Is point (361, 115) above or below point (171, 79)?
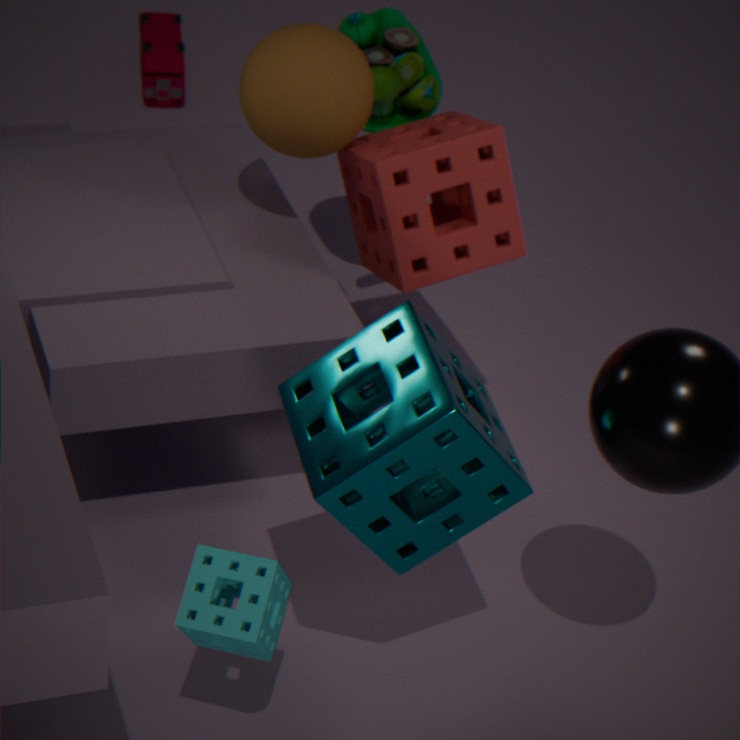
above
